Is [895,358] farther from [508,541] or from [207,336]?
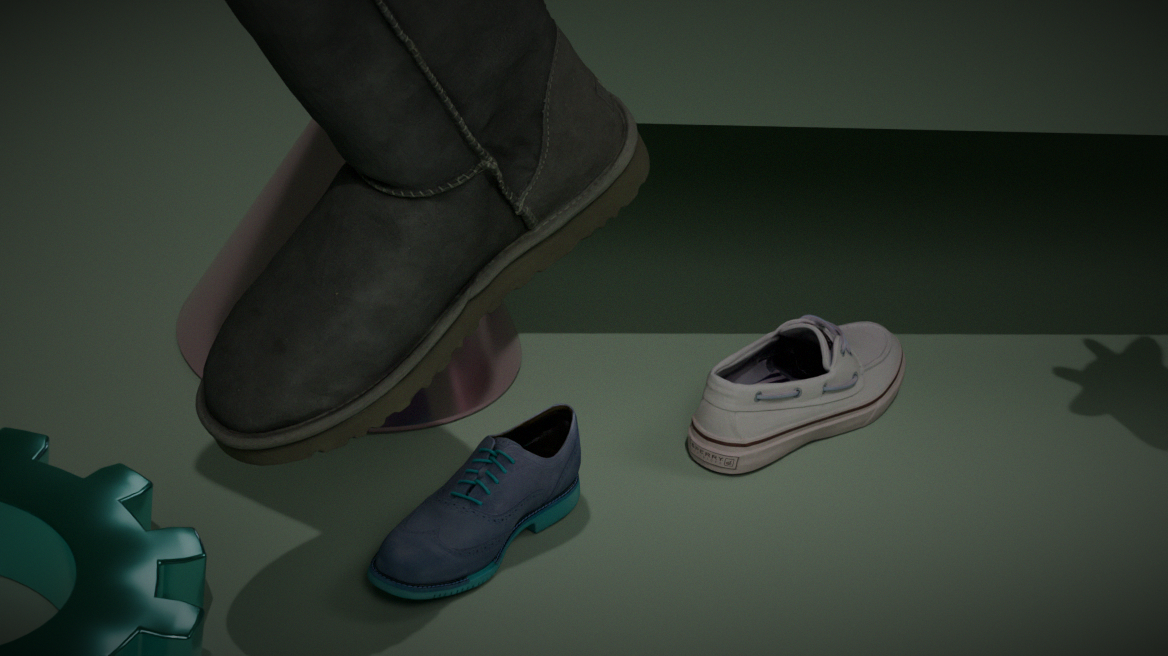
[207,336]
